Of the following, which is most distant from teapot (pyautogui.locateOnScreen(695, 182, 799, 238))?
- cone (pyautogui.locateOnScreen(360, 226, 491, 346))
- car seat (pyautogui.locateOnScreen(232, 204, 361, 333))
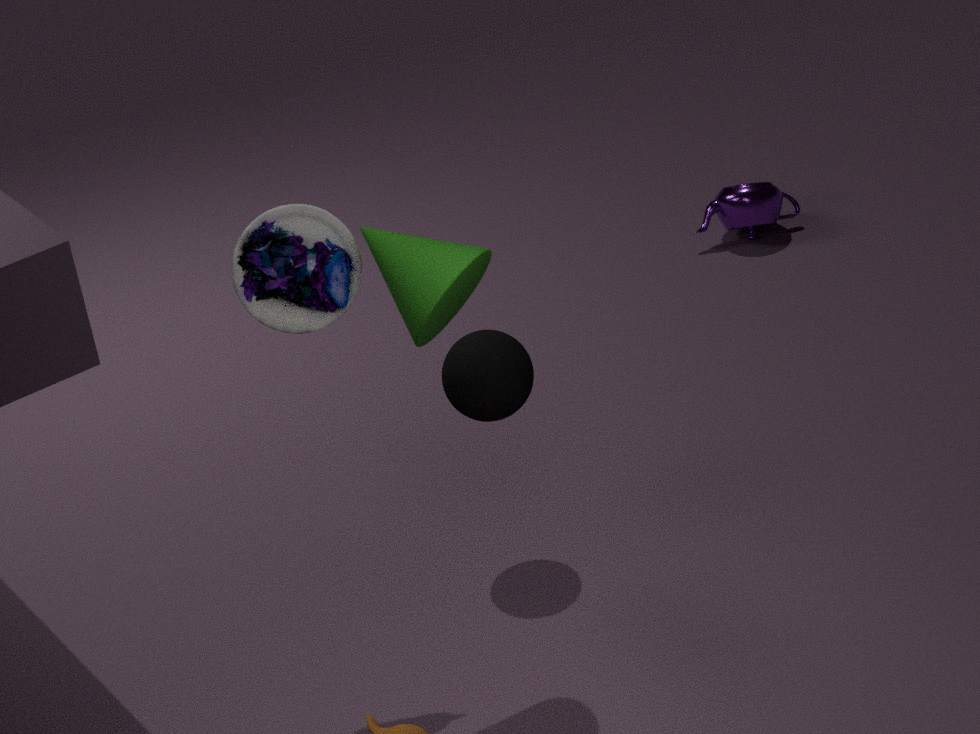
car seat (pyautogui.locateOnScreen(232, 204, 361, 333))
